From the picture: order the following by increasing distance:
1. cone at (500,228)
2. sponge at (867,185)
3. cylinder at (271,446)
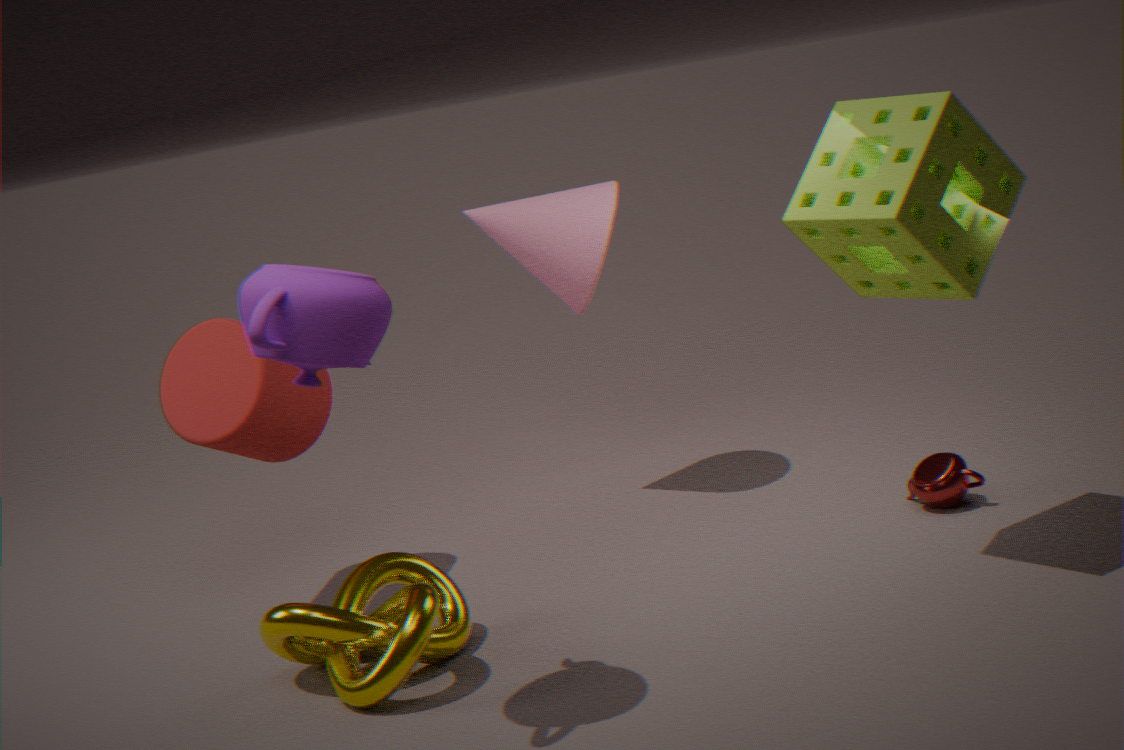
sponge at (867,185) < cylinder at (271,446) < cone at (500,228)
